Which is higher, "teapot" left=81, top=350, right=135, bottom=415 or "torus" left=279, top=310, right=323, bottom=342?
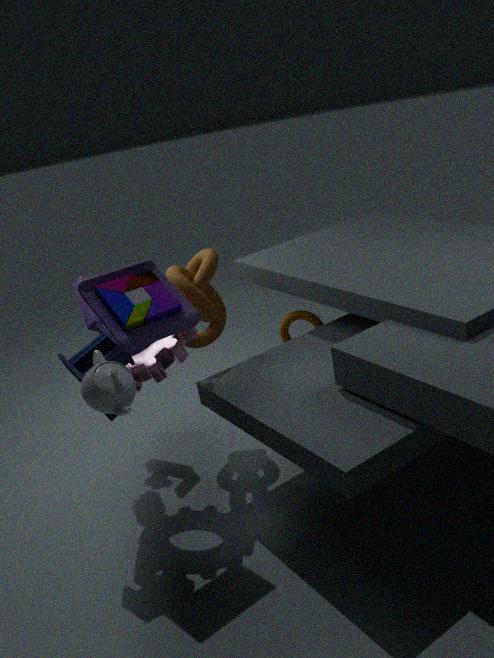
"teapot" left=81, top=350, right=135, bottom=415
